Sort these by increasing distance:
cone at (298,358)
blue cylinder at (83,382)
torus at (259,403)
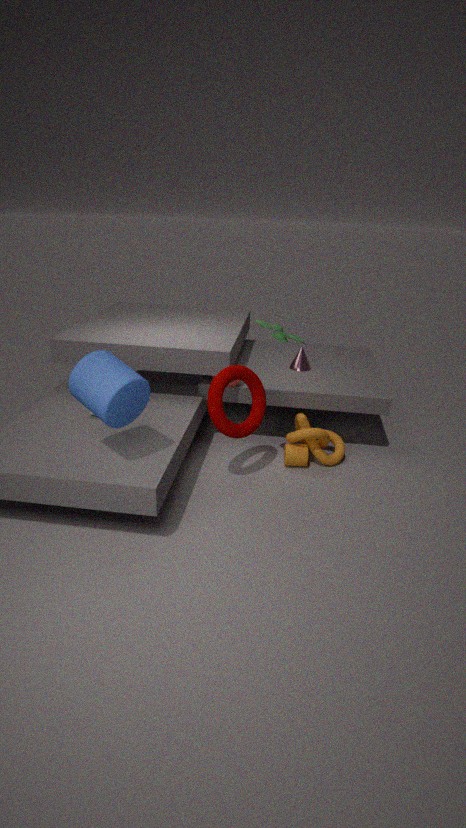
blue cylinder at (83,382) < torus at (259,403) < cone at (298,358)
